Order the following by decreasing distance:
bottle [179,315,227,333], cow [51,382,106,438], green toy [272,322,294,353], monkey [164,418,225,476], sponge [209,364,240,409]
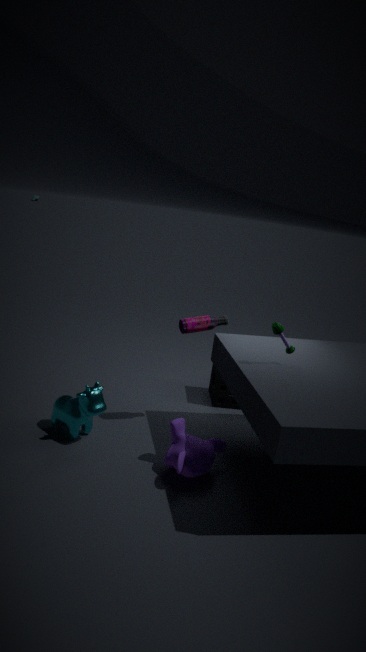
sponge [209,364,240,409], bottle [179,315,227,333], cow [51,382,106,438], green toy [272,322,294,353], monkey [164,418,225,476]
